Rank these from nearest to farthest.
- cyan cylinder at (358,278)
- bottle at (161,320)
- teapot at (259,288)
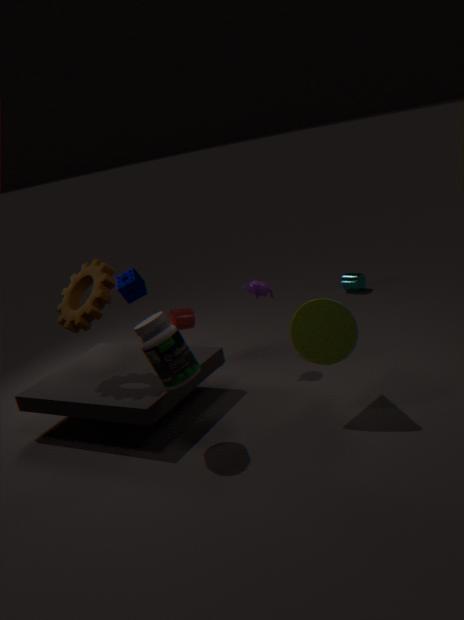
bottle at (161,320), teapot at (259,288), cyan cylinder at (358,278)
